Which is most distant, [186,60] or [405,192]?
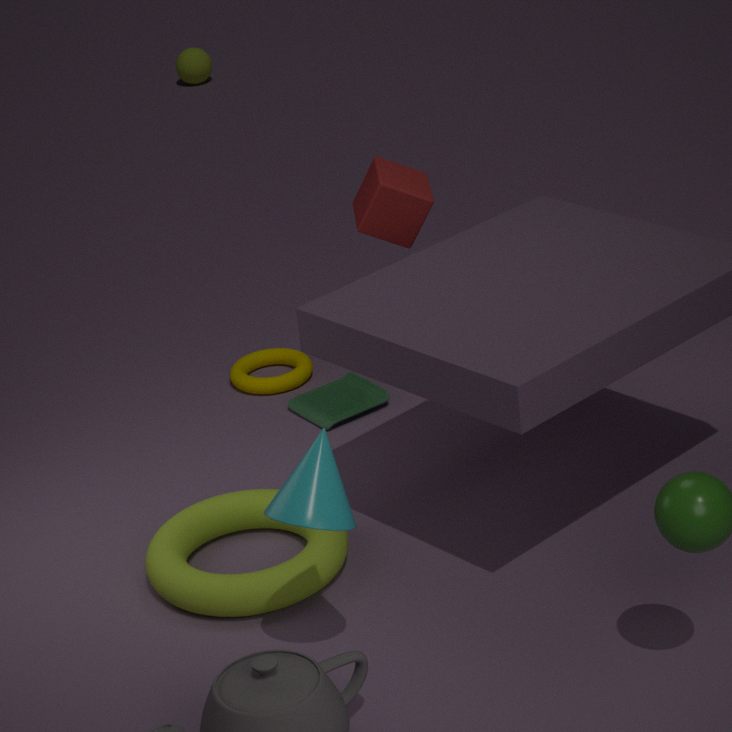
[186,60]
